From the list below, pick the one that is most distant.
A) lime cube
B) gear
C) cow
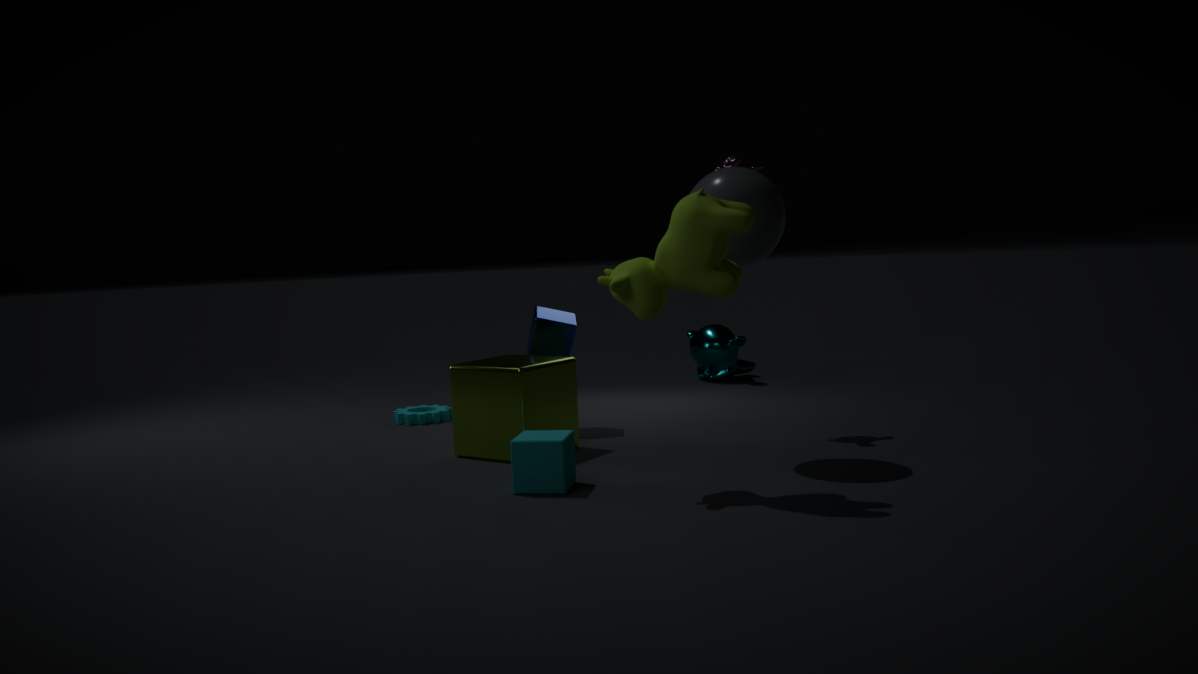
gear
